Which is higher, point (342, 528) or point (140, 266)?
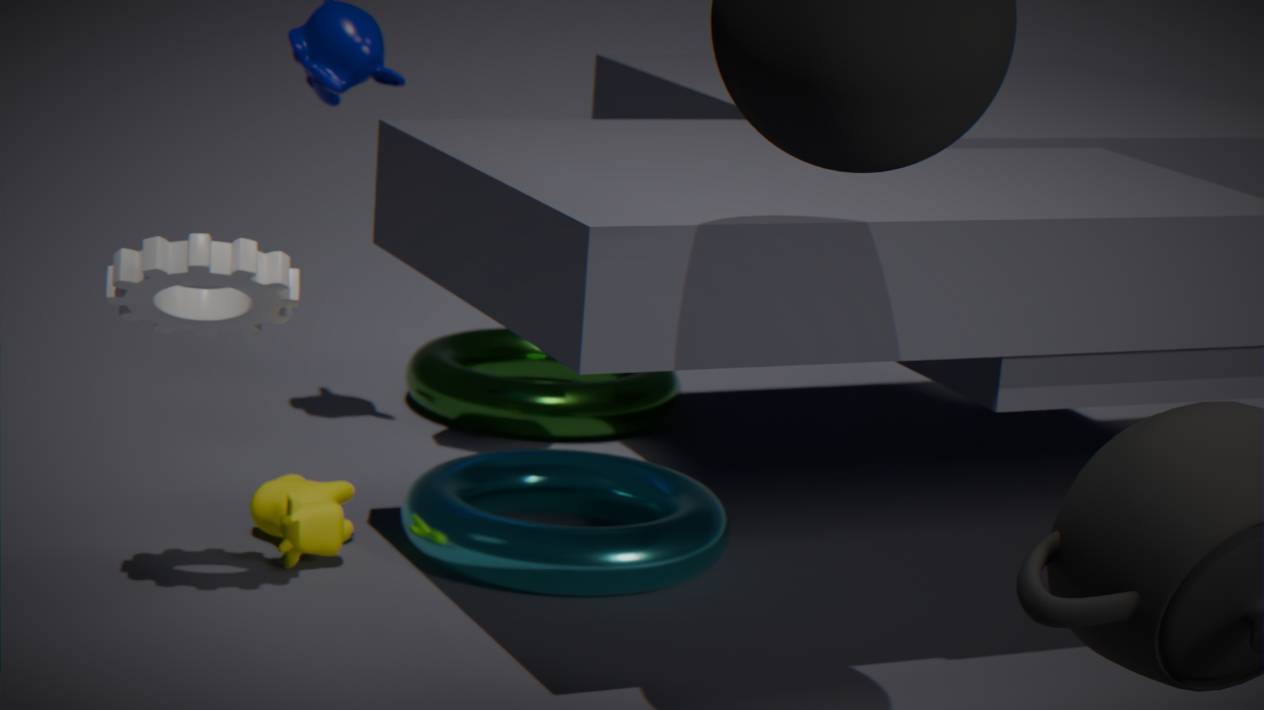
point (140, 266)
